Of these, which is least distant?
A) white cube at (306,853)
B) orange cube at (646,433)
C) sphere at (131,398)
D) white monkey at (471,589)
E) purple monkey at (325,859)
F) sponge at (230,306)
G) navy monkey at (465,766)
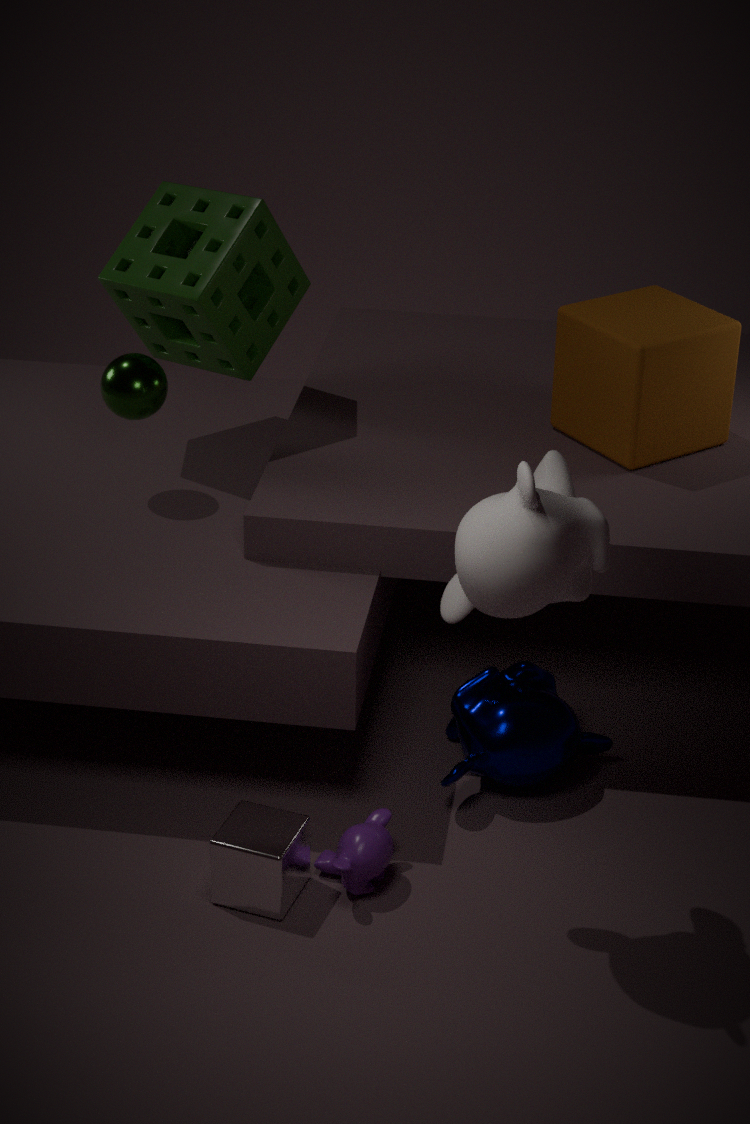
white monkey at (471,589)
